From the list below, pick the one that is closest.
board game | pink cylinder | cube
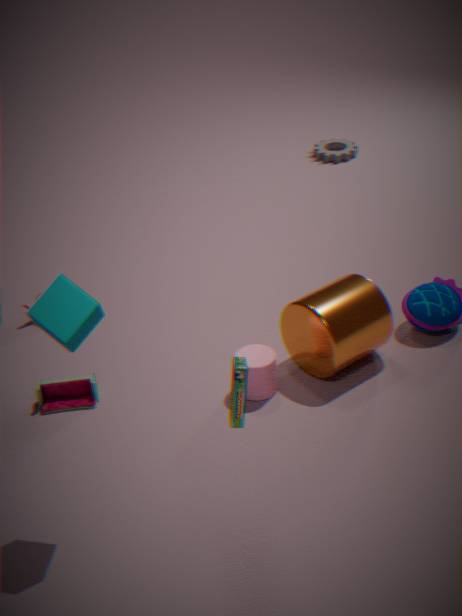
board game
